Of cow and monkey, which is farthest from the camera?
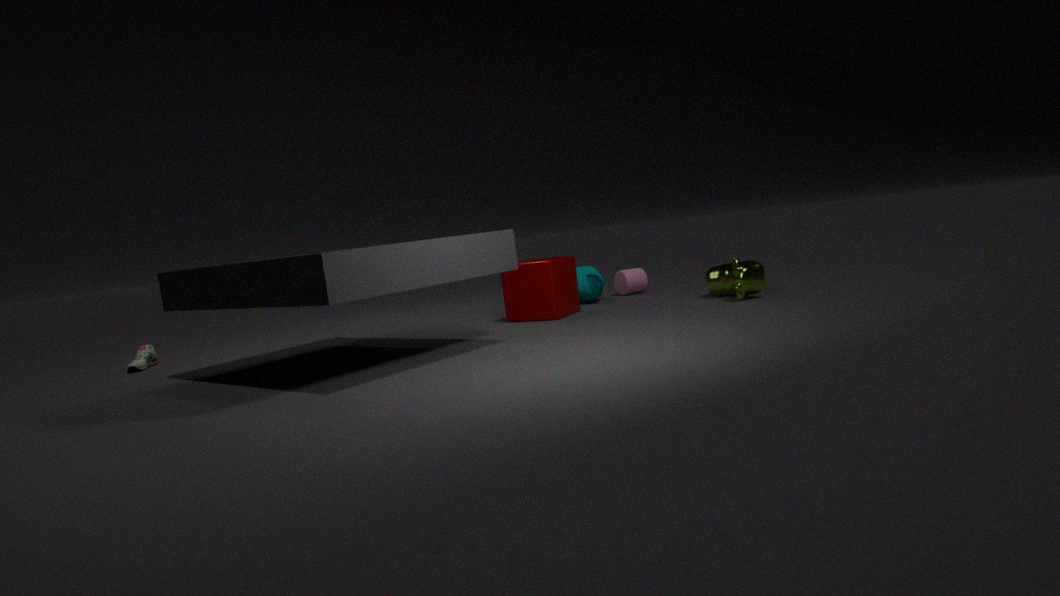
monkey
